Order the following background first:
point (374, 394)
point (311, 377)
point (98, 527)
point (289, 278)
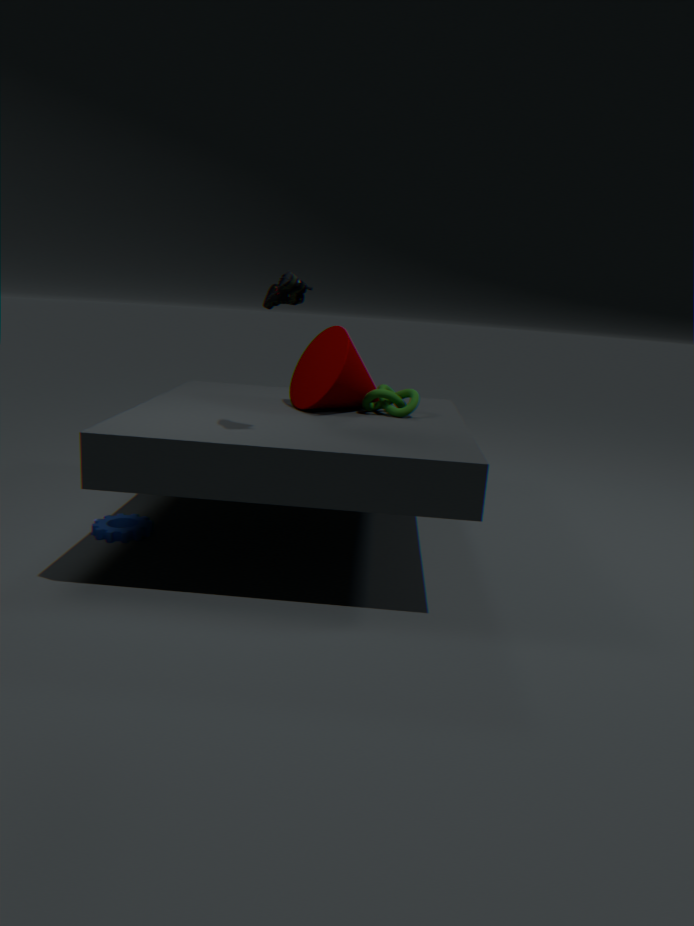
point (311, 377) → point (374, 394) → point (98, 527) → point (289, 278)
